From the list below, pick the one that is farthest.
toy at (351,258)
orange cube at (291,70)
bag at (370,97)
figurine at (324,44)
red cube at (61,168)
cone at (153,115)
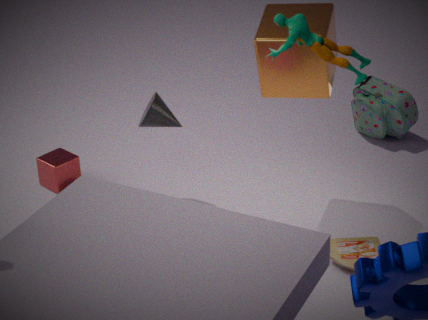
bag at (370,97)
